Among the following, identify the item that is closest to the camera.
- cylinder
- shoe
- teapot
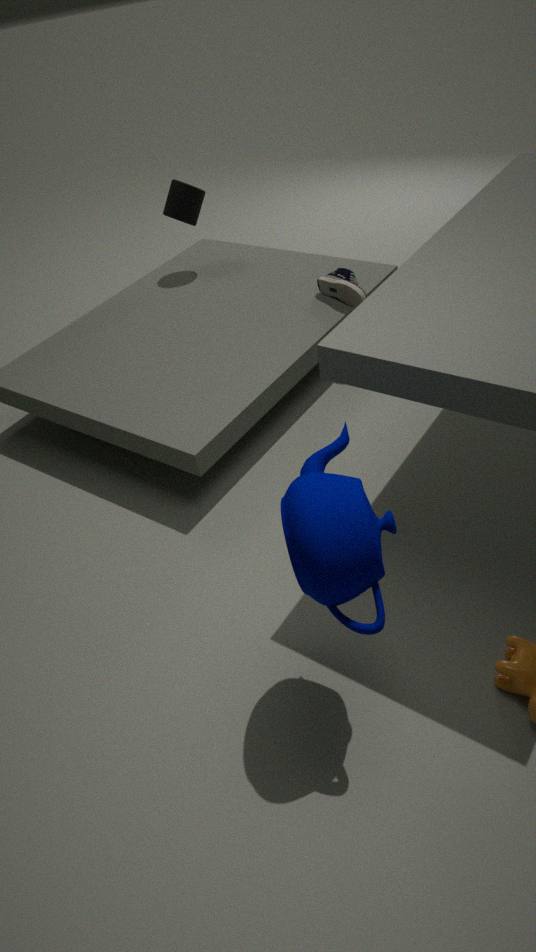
teapot
